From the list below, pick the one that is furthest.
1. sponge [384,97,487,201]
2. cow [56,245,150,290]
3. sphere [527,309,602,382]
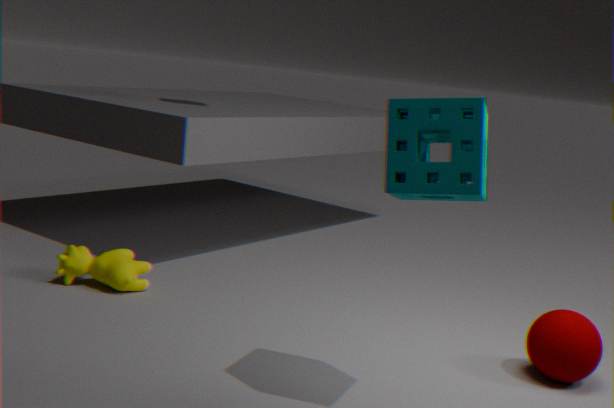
cow [56,245,150,290]
